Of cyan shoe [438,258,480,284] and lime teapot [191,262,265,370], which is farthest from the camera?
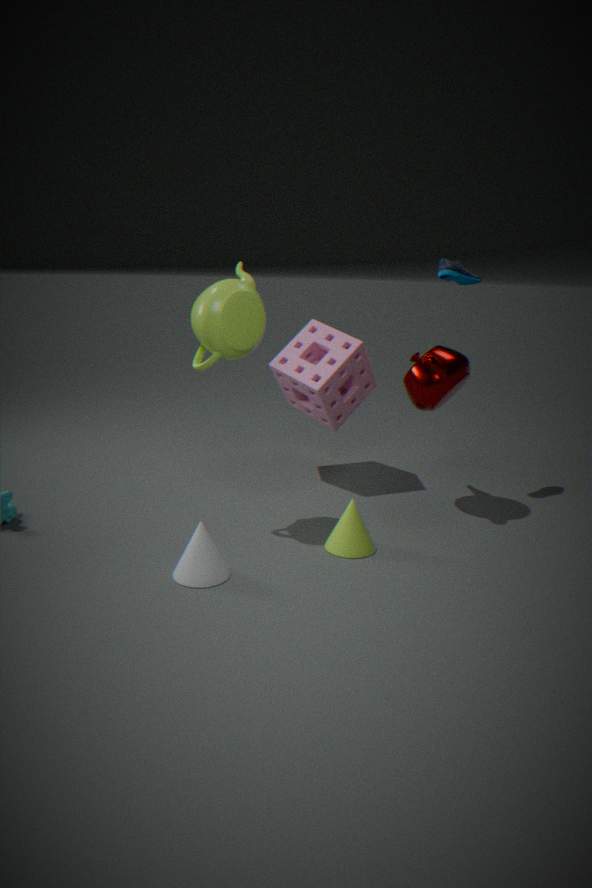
cyan shoe [438,258,480,284]
